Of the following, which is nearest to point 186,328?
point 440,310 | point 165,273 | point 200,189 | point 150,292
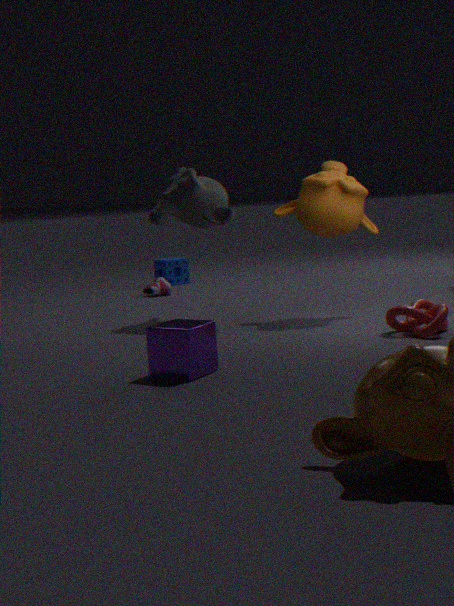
point 440,310
